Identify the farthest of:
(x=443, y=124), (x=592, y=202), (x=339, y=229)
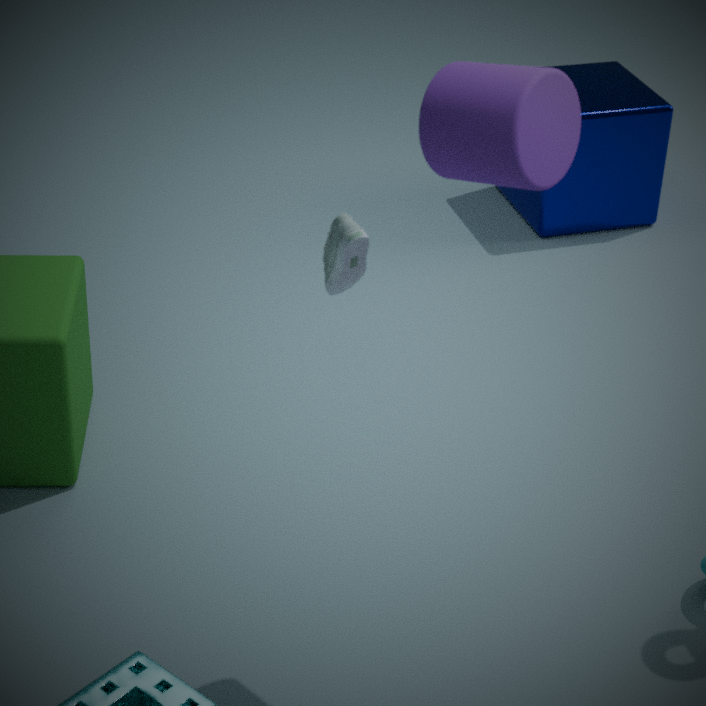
(x=592, y=202)
